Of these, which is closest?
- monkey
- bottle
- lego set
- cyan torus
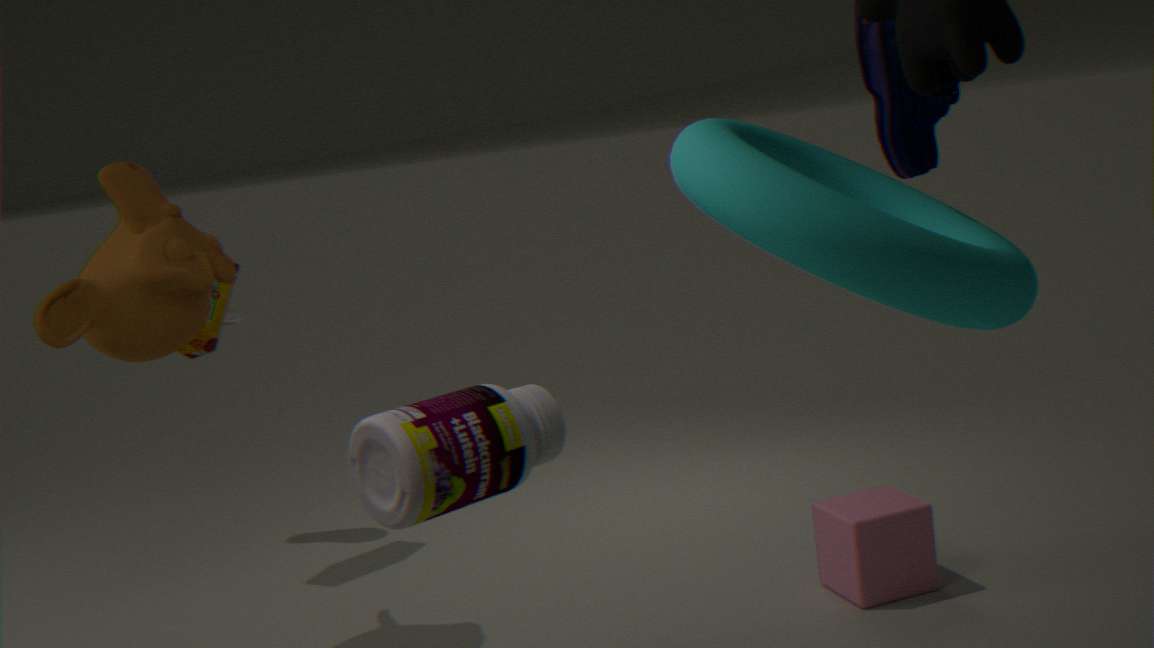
cyan torus
